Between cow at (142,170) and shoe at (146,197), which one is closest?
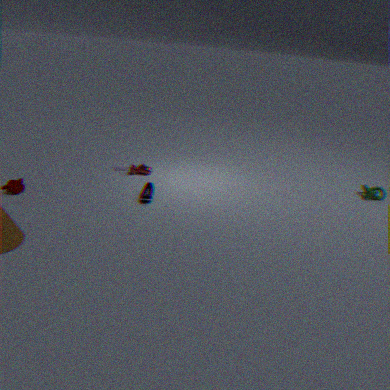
shoe at (146,197)
